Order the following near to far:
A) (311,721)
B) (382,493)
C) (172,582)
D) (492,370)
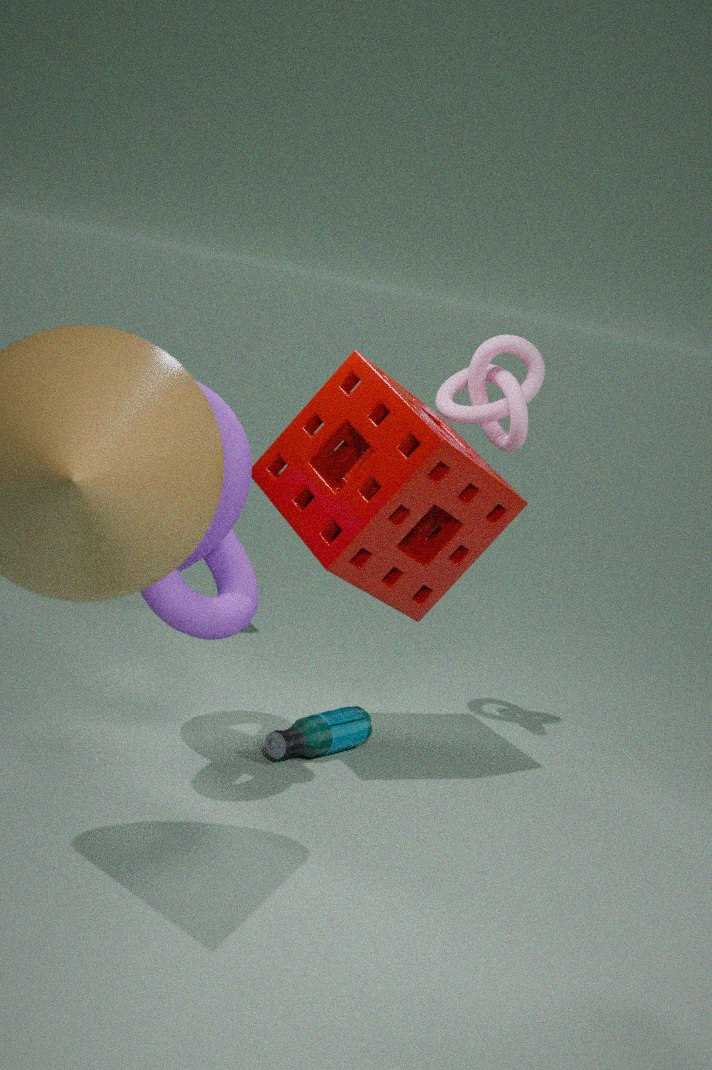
1. (172,582)
2. (382,493)
3. (311,721)
4. (492,370)
